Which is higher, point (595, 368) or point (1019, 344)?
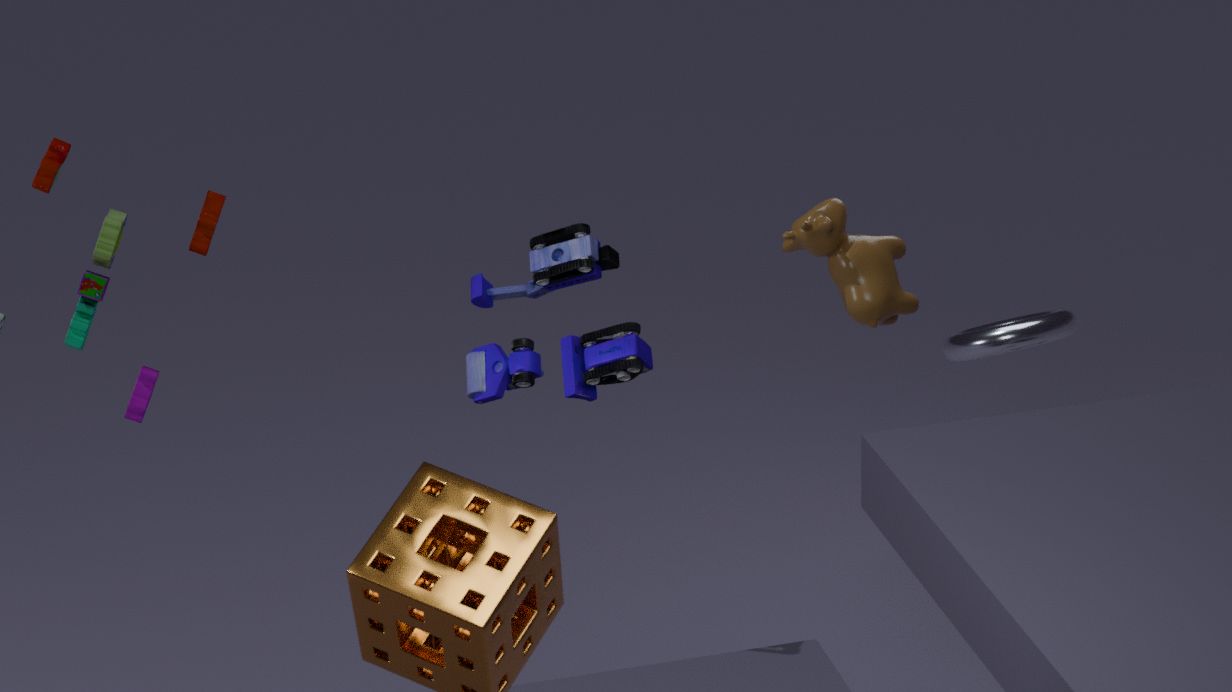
point (595, 368)
